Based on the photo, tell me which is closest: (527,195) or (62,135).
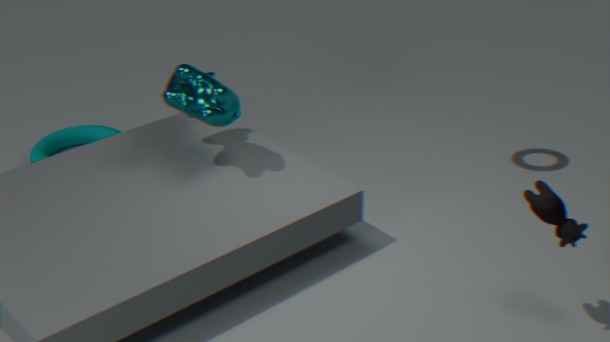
(527,195)
